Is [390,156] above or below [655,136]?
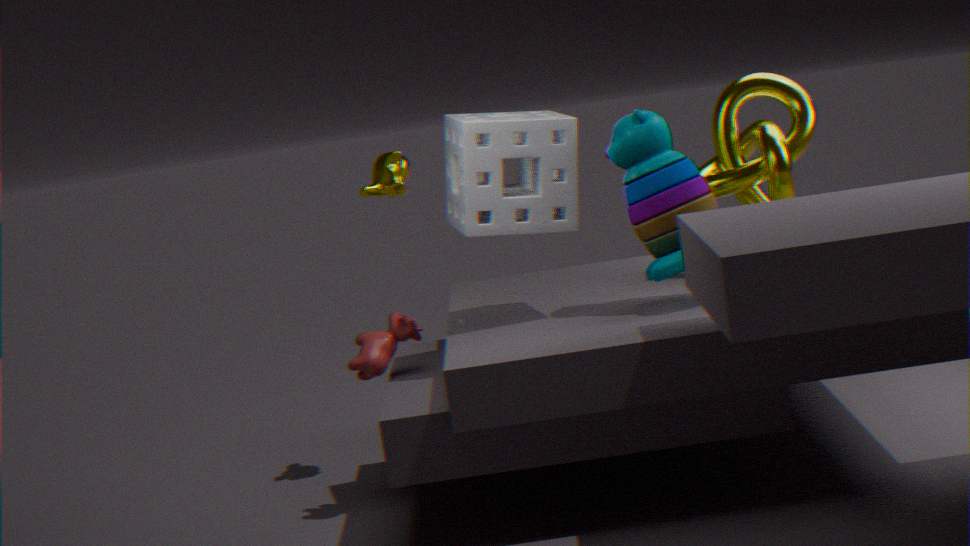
above
